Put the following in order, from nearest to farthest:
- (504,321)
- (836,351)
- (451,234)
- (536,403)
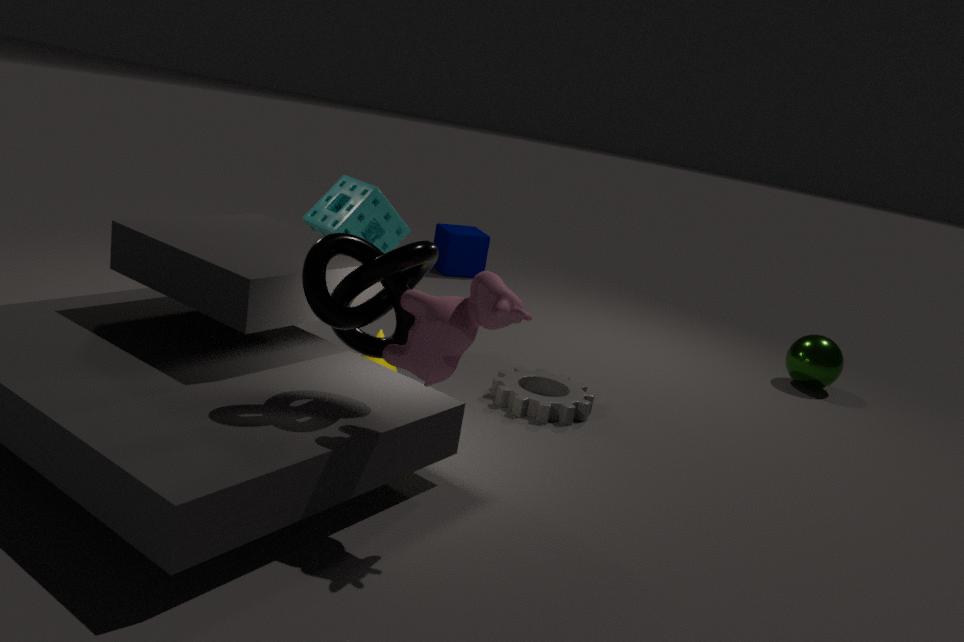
(504,321) < (536,403) < (836,351) < (451,234)
